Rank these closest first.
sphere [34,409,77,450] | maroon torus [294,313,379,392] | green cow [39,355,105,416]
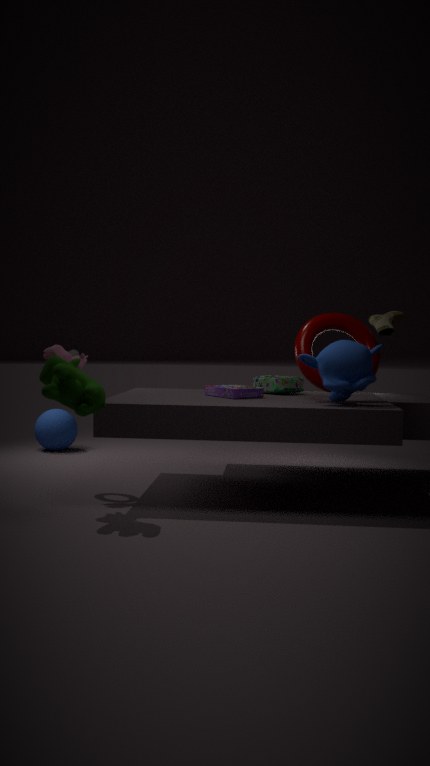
green cow [39,355,105,416], maroon torus [294,313,379,392], sphere [34,409,77,450]
